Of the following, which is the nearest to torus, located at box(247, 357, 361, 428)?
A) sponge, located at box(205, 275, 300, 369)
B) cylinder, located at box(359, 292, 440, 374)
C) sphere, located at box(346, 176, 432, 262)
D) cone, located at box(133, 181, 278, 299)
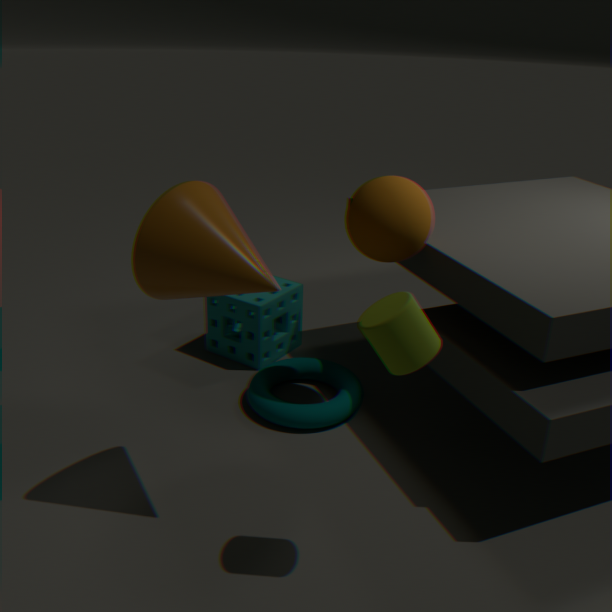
sponge, located at box(205, 275, 300, 369)
